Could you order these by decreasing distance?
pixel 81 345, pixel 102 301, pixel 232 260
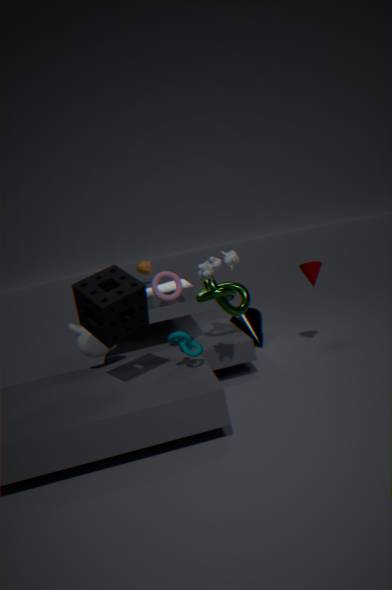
pixel 232 260 → pixel 81 345 → pixel 102 301
